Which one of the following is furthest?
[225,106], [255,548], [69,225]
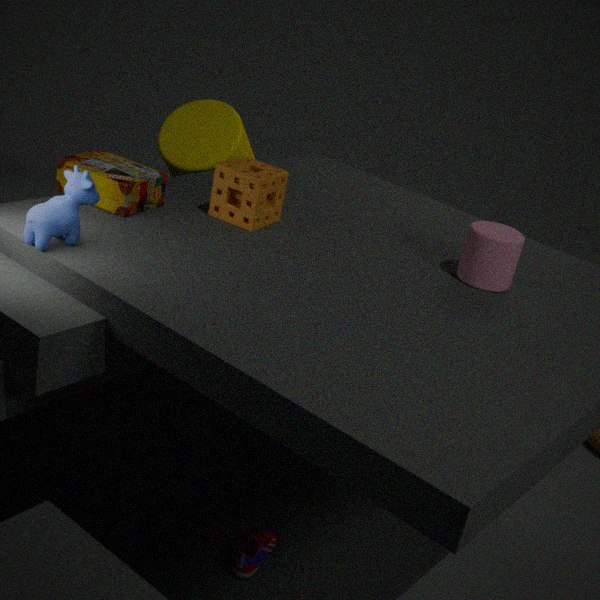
[225,106]
